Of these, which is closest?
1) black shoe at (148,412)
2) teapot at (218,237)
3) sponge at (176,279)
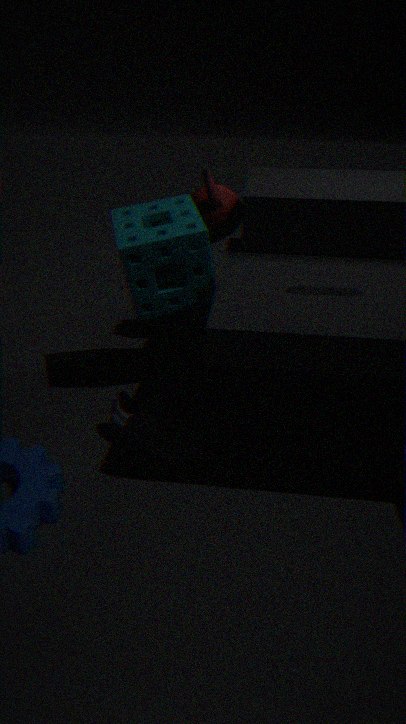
1. black shoe at (148,412)
